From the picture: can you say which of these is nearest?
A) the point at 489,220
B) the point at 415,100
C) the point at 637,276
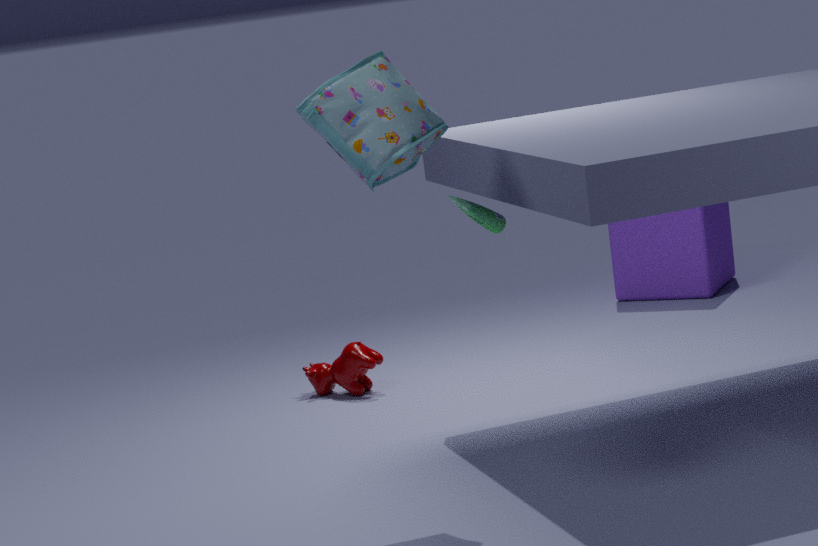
the point at 415,100
